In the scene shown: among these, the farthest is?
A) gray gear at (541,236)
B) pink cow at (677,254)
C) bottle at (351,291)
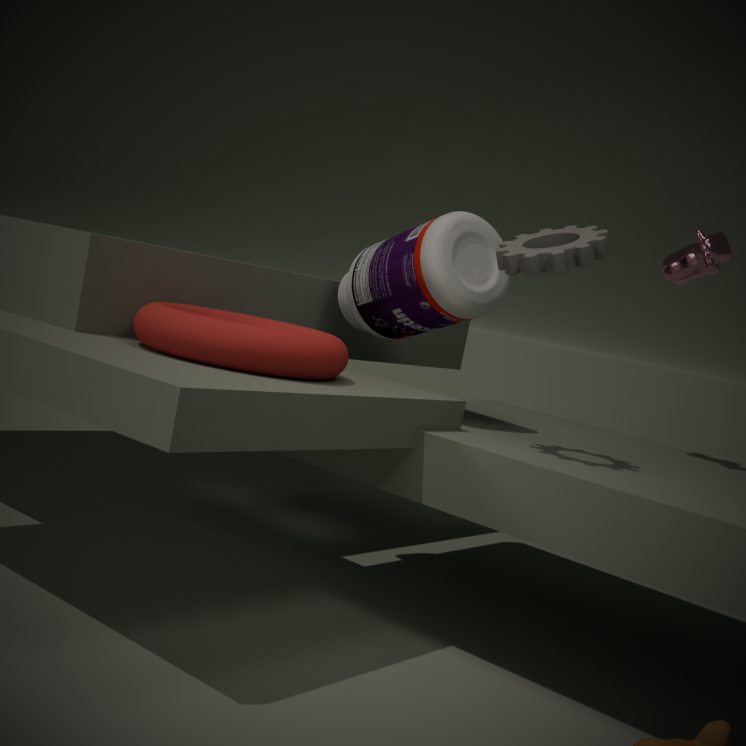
pink cow at (677,254)
